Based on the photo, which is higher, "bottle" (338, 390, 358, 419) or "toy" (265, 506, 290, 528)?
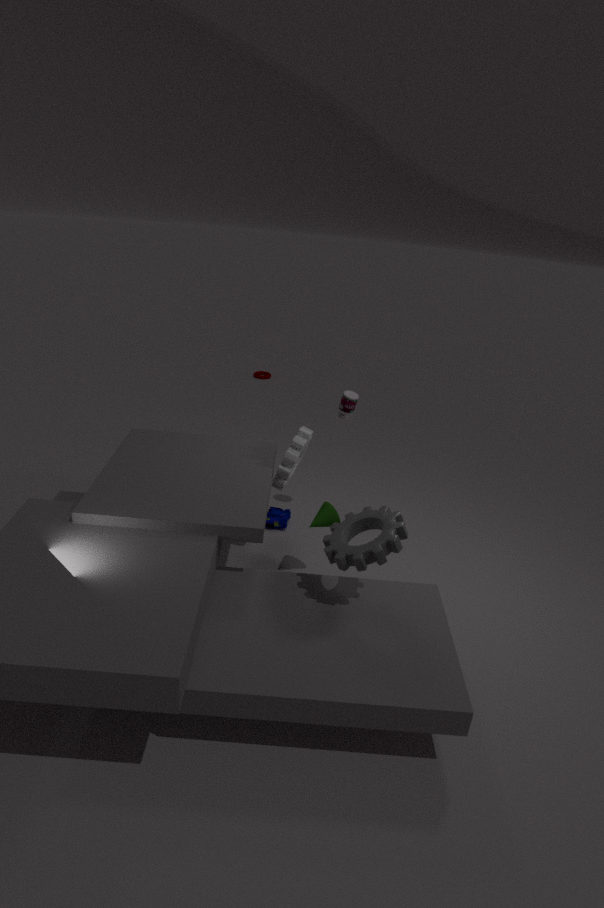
"bottle" (338, 390, 358, 419)
